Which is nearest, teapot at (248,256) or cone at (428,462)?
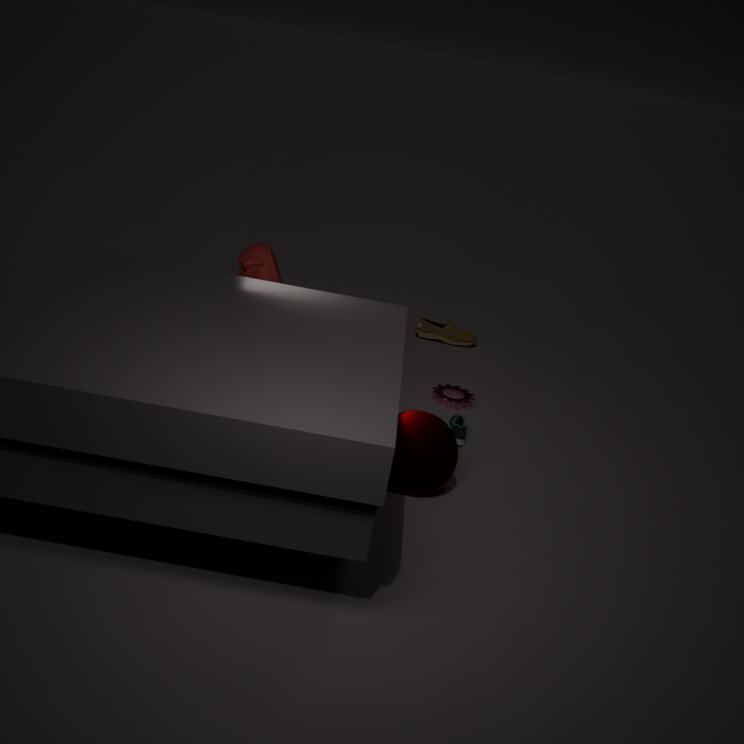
cone at (428,462)
